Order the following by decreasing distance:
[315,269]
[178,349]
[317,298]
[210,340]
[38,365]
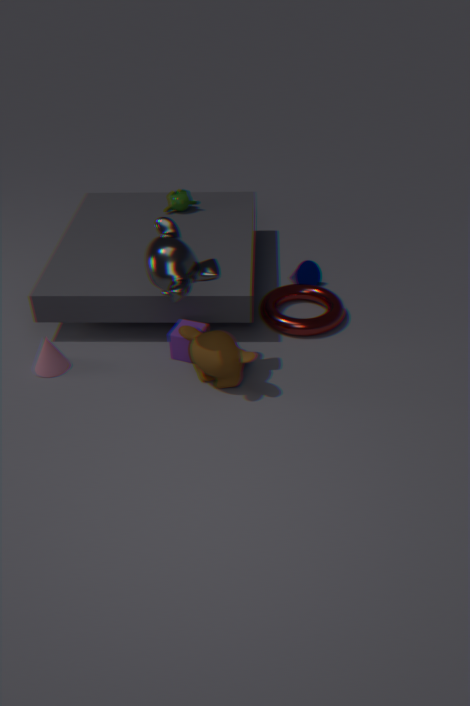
[315,269] → [317,298] → [178,349] → [38,365] → [210,340]
